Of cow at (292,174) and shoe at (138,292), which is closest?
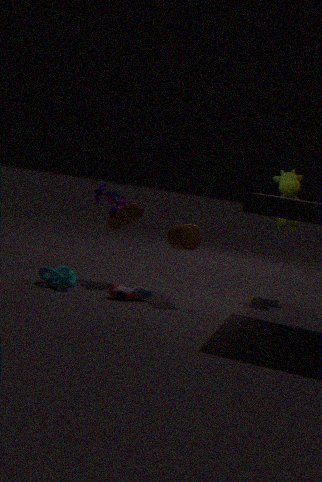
shoe at (138,292)
